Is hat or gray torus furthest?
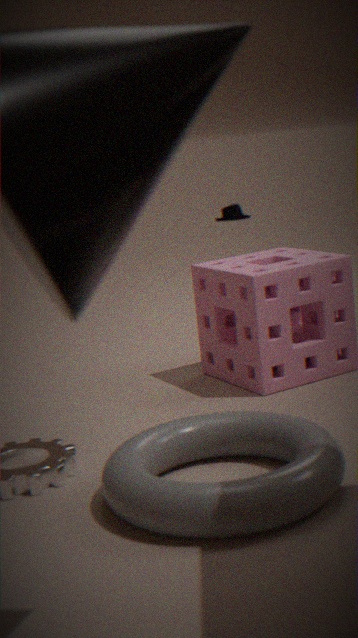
hat
